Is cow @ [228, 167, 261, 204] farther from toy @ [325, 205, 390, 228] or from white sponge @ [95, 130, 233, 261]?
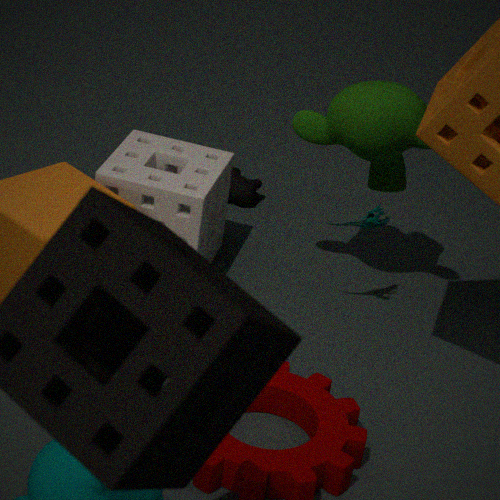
toy @ [325, 205, 390, 228]
